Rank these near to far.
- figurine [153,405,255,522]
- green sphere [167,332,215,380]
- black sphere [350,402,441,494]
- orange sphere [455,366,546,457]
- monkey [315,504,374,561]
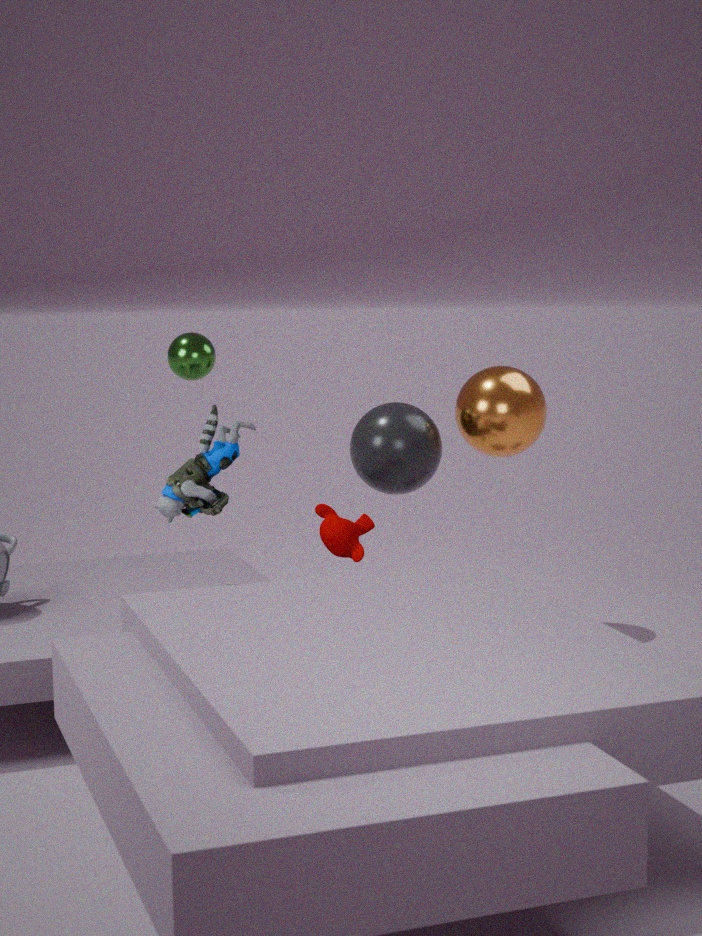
figurine [153,405,255,522] < monkey [315,504,374,561] < green sphere [167,332,215,380] < black sphere [350,402,441,494] < orange sphere [455,366,546,457]
